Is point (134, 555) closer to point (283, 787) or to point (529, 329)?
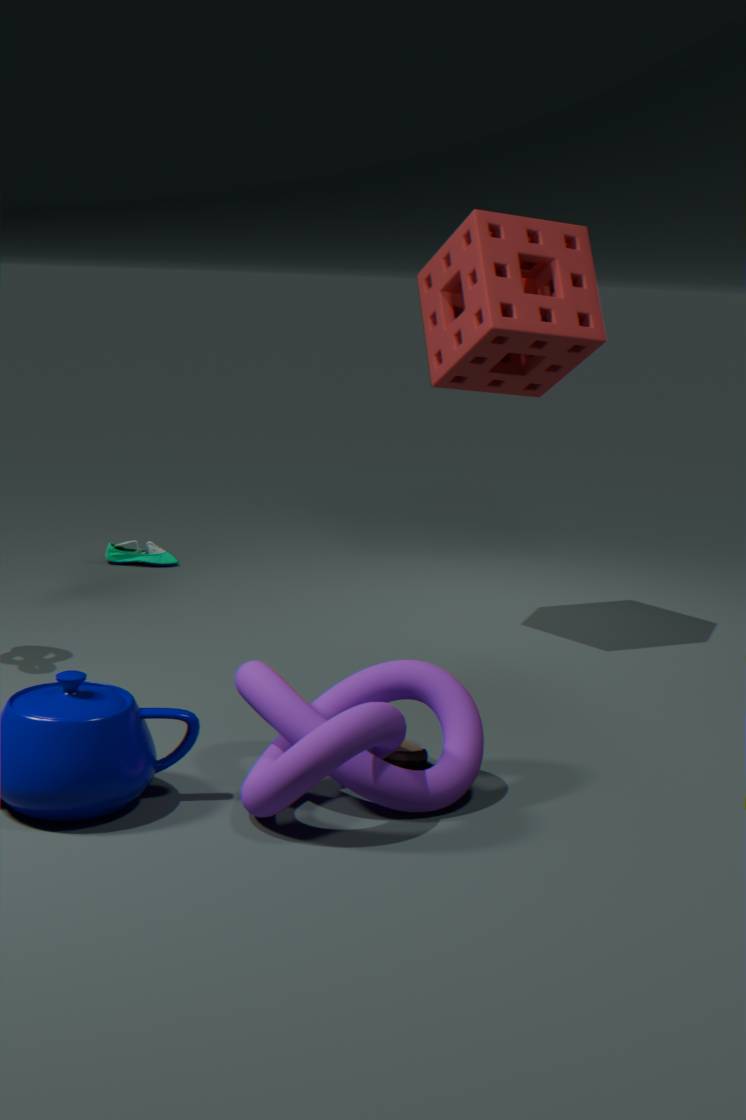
point (529, 329)
